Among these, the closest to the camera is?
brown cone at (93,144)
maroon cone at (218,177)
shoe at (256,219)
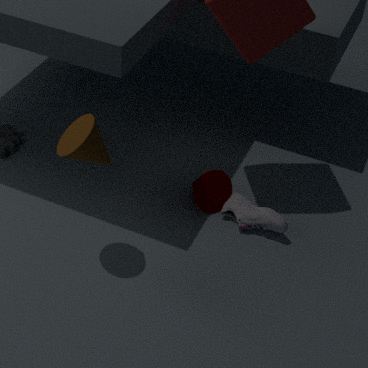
brown cone at (93,144)
